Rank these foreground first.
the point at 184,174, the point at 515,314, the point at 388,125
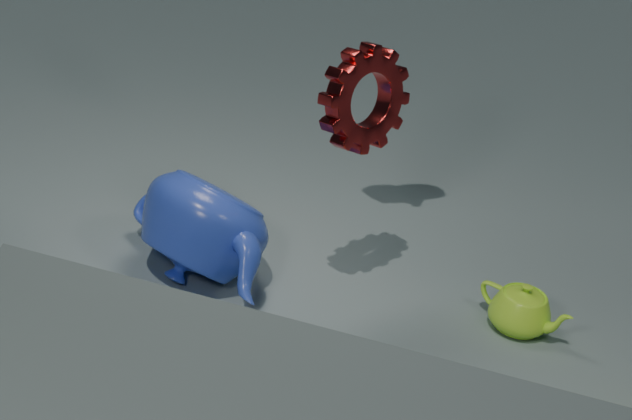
the point at 388,125
the point at 184,174
the point at 515,314
